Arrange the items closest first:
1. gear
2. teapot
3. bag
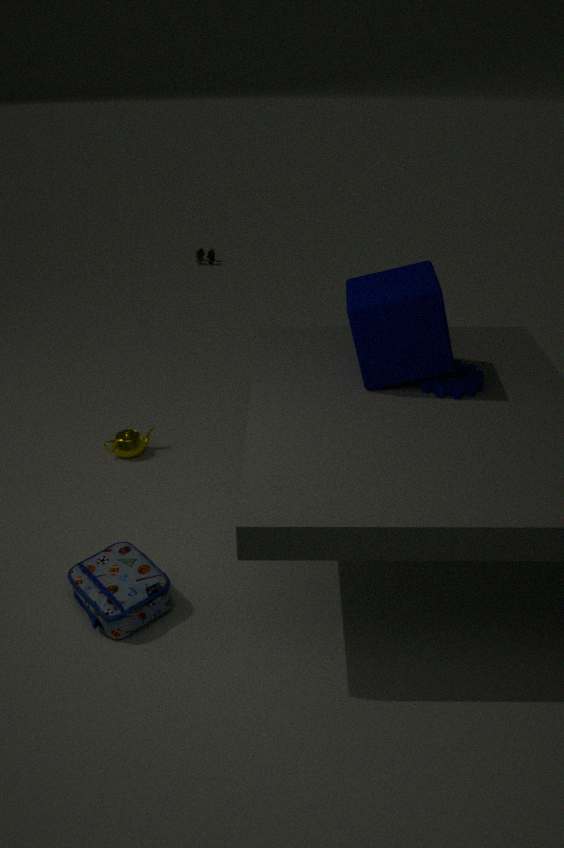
bag, gear, teapot
